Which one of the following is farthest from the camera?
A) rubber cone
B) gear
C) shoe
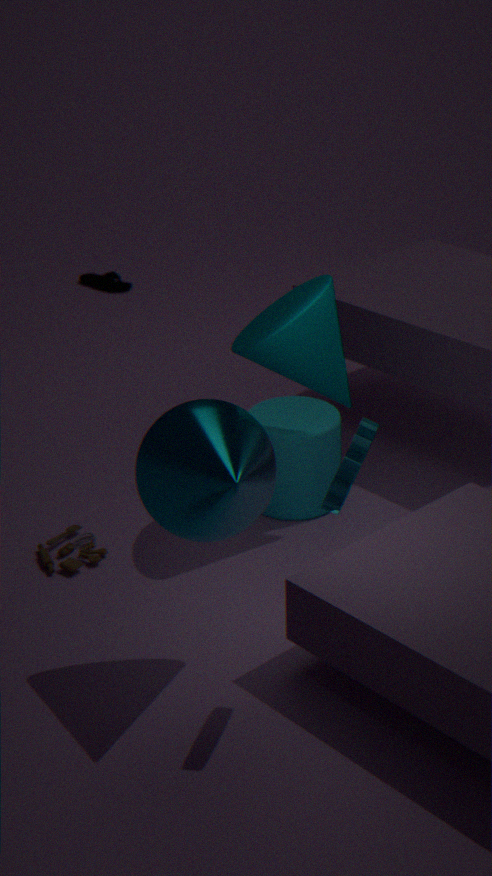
shoe
